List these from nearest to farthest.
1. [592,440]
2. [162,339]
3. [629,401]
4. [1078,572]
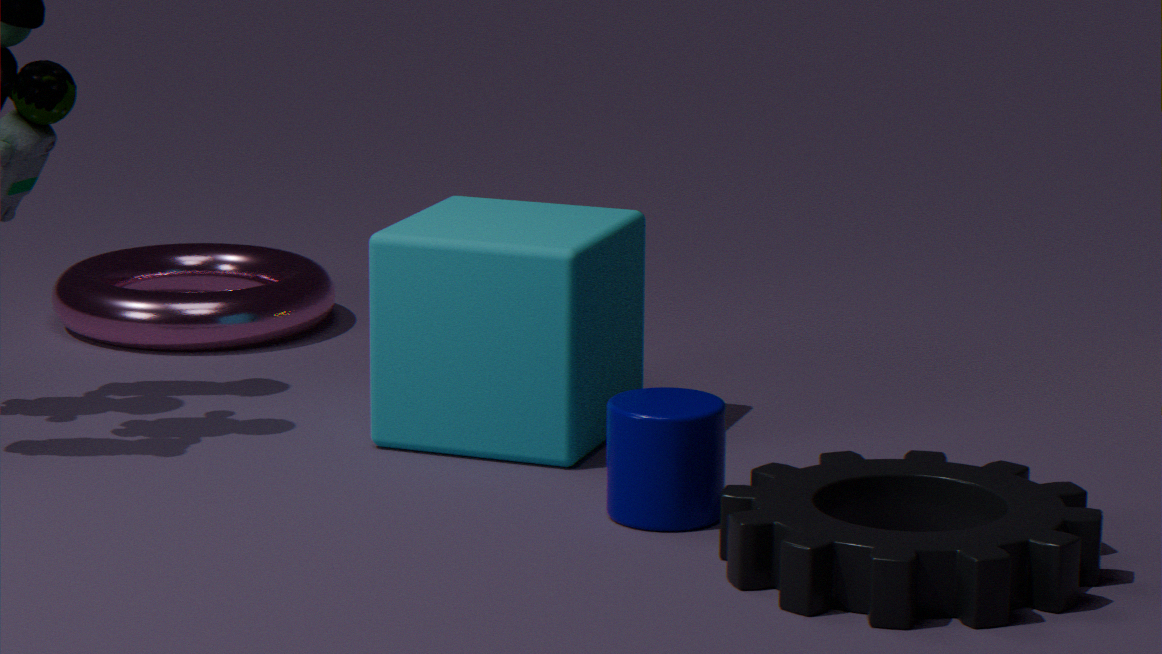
[1078,572] → [629,401] → [592,440] → [162,339]
